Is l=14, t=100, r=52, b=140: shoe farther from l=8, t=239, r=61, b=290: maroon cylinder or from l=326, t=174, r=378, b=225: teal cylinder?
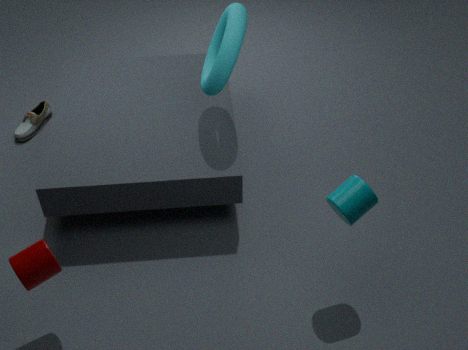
l=326, t=174, r=378, b=225: teal cylinder
